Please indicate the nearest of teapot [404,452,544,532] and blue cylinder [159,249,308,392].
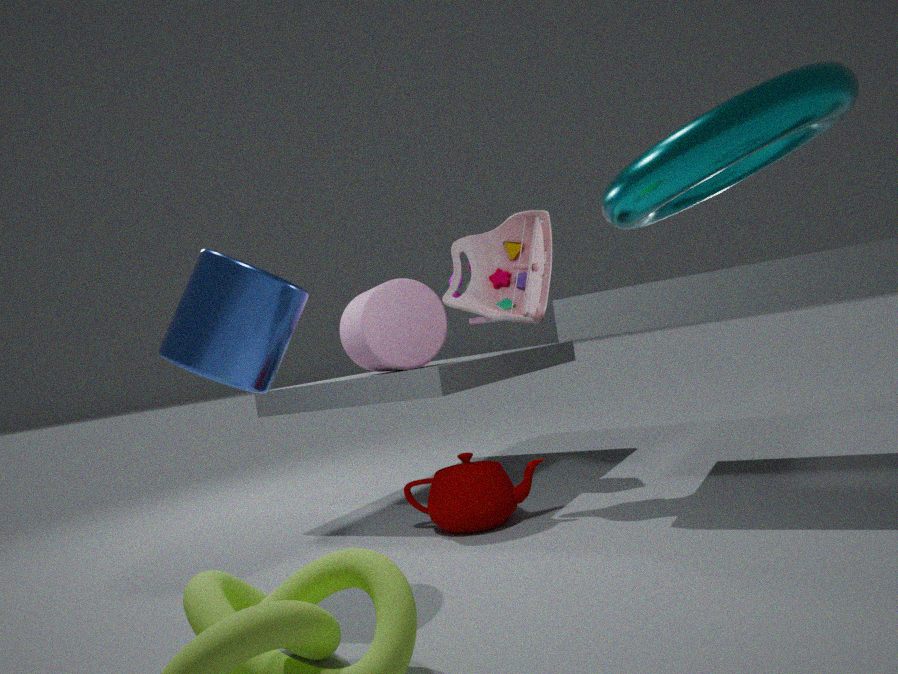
blue cylinder [159,249,308,392]
